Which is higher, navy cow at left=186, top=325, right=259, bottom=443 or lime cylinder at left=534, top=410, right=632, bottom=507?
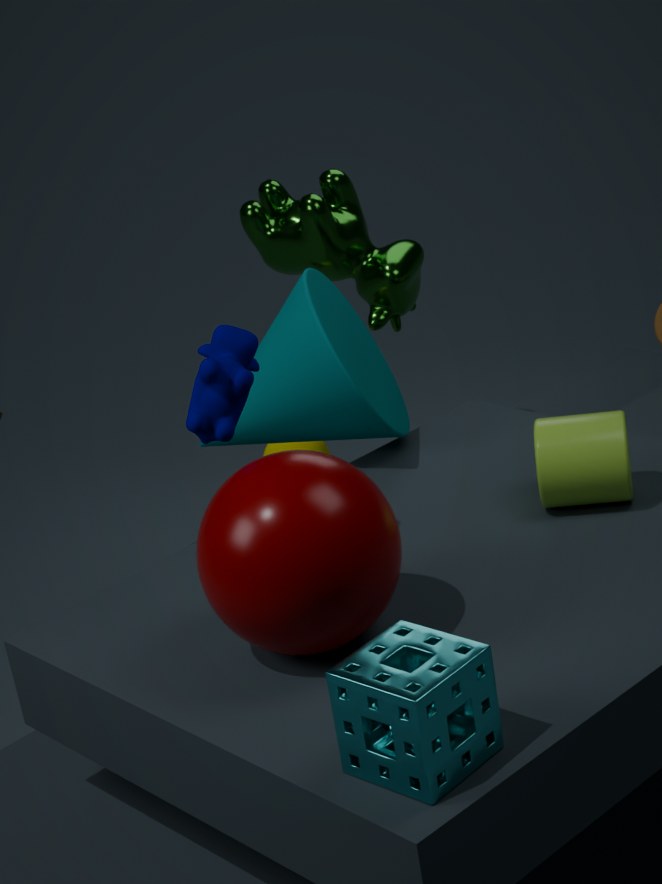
navy cow at left=186, top=325, right=259, bottom=443
